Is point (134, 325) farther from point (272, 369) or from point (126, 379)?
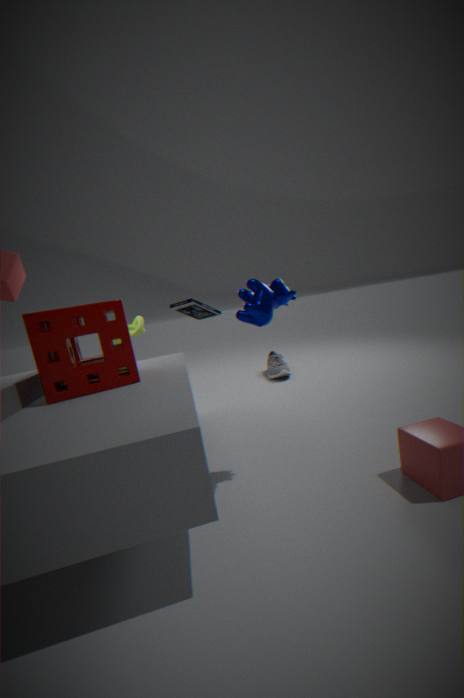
point (272, 369)
